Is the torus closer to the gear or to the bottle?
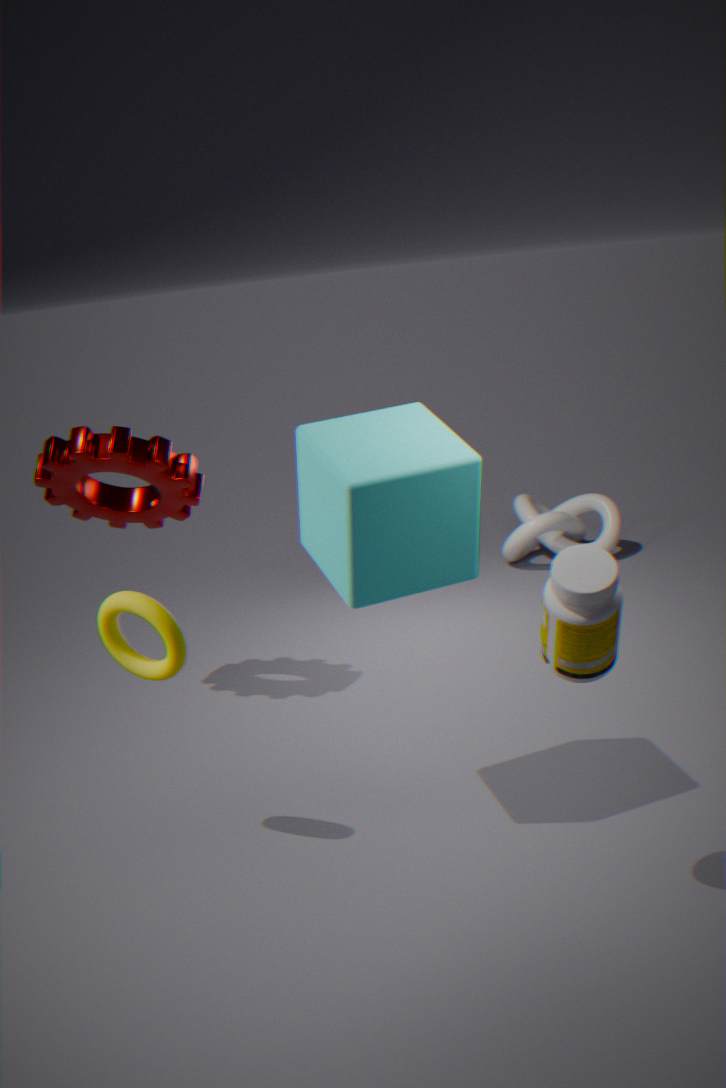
the gear
